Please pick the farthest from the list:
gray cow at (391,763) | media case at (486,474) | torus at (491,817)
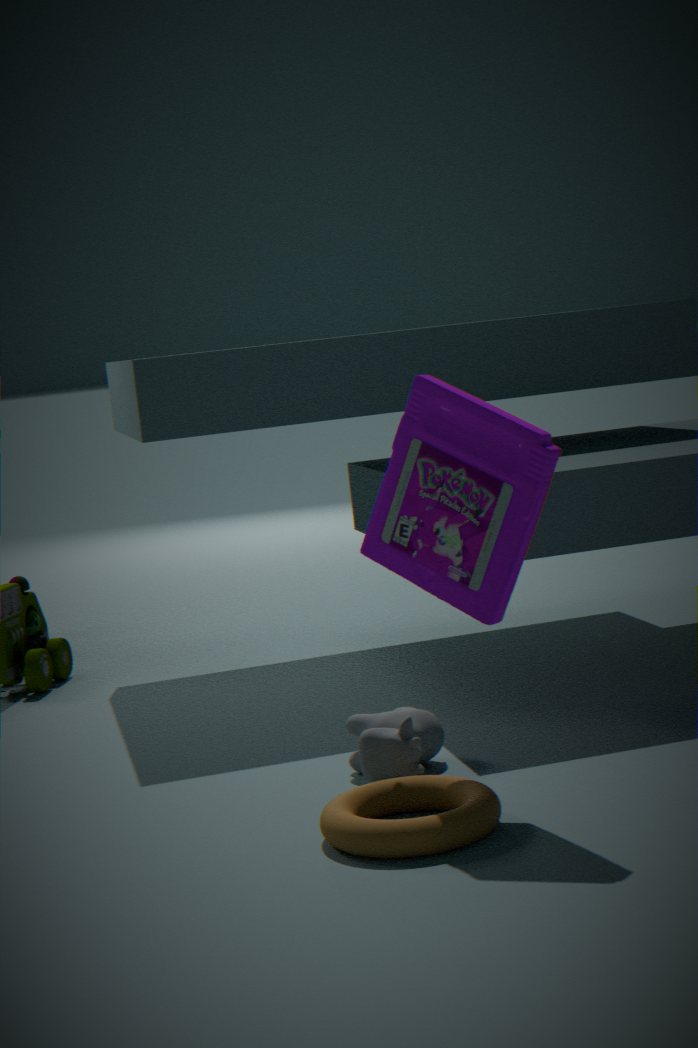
gray cow at (391,763)
